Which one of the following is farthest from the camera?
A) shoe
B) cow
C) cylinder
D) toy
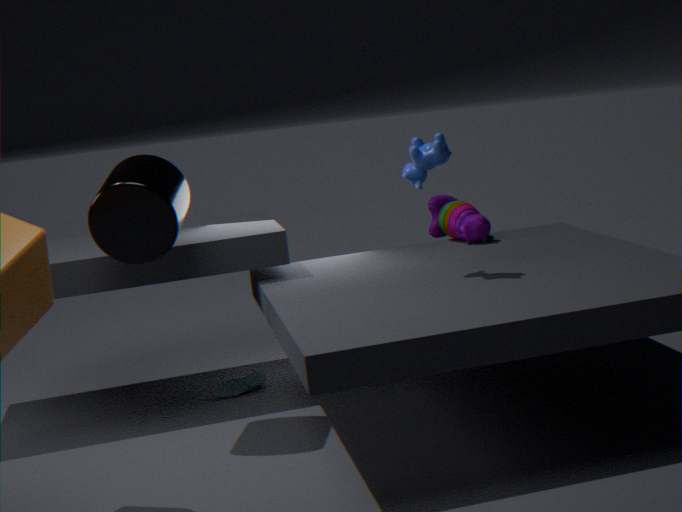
D. toy
